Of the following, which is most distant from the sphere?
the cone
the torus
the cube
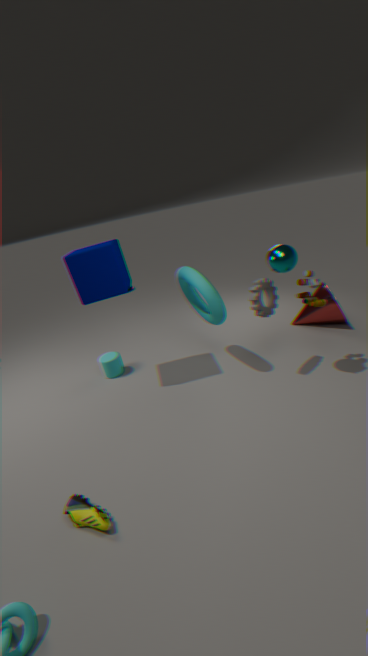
the cube
